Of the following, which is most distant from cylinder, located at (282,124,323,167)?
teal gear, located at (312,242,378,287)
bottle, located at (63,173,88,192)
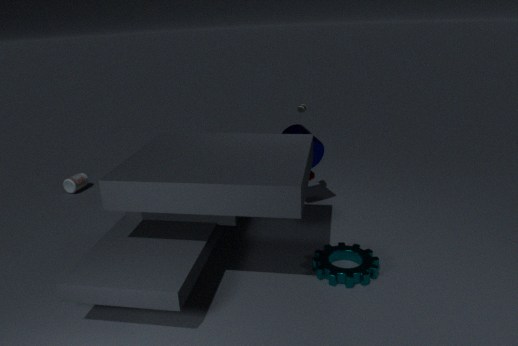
bottle, located at (63,173,88,192)
